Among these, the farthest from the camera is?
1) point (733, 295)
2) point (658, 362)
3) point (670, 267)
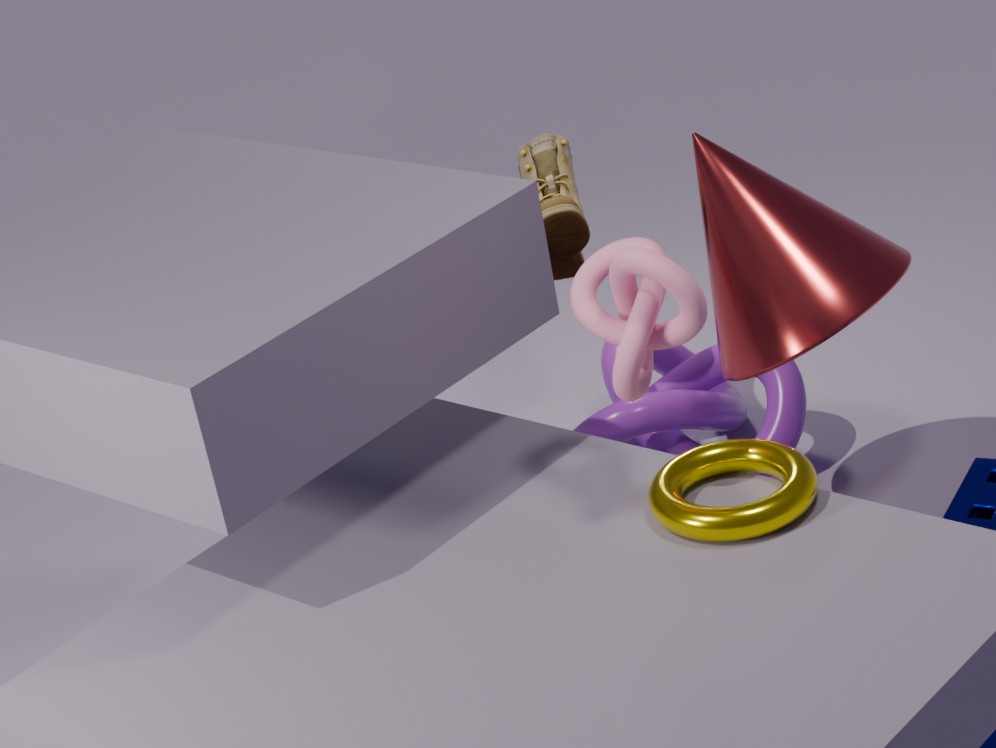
2
